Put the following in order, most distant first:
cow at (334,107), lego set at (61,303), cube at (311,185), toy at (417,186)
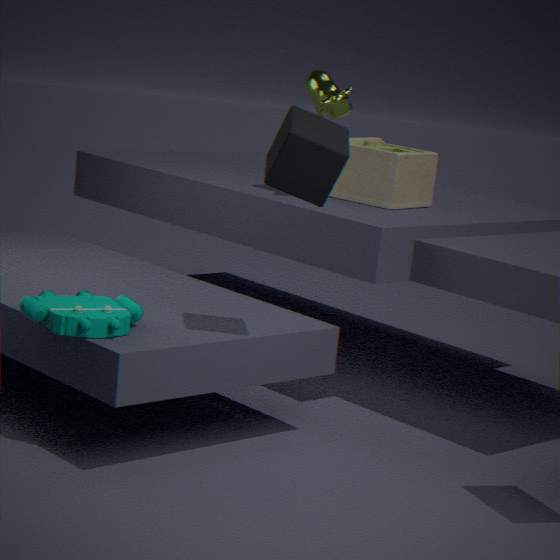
toy at (417,186)
cow at (334,107)
lego set at (61,303)
cube at (311,185)
